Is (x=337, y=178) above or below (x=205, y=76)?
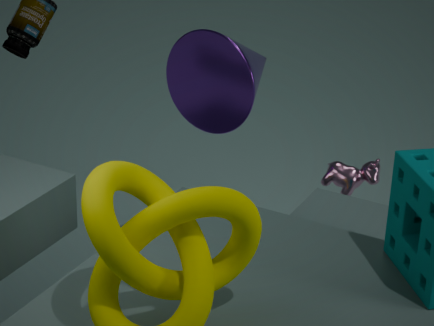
below
